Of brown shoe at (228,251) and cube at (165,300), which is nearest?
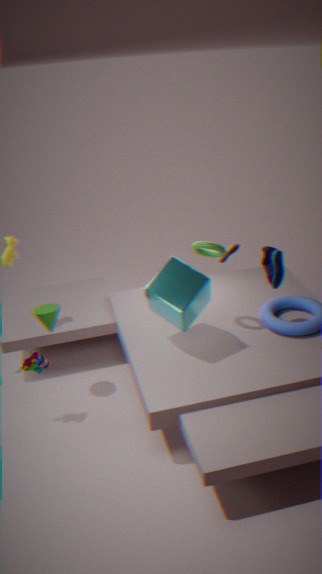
cube at (165,300)
